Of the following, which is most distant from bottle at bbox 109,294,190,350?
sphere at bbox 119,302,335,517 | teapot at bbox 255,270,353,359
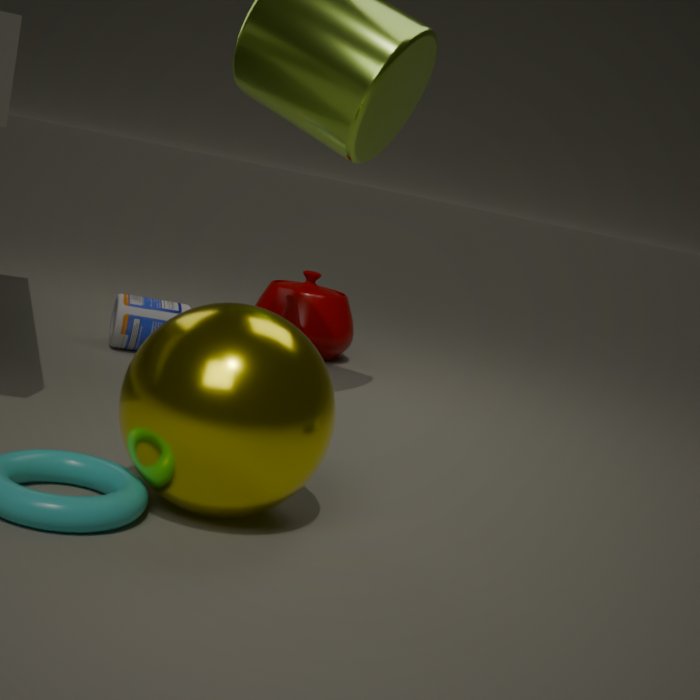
sphere at bbox 119,302,335,517
